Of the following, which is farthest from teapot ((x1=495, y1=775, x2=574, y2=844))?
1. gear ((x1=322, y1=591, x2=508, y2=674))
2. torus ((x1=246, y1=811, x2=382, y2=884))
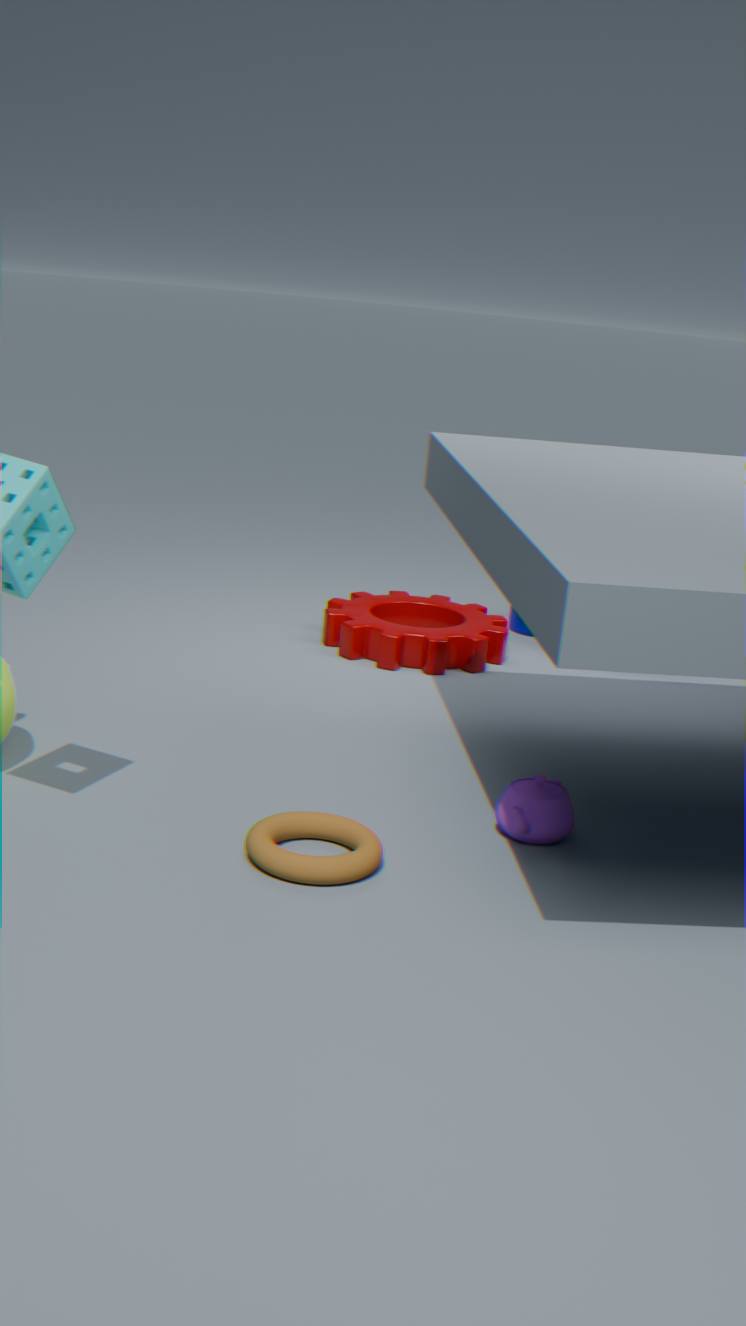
gear ((x1=322, y1=591, x2=508, y2=674))
